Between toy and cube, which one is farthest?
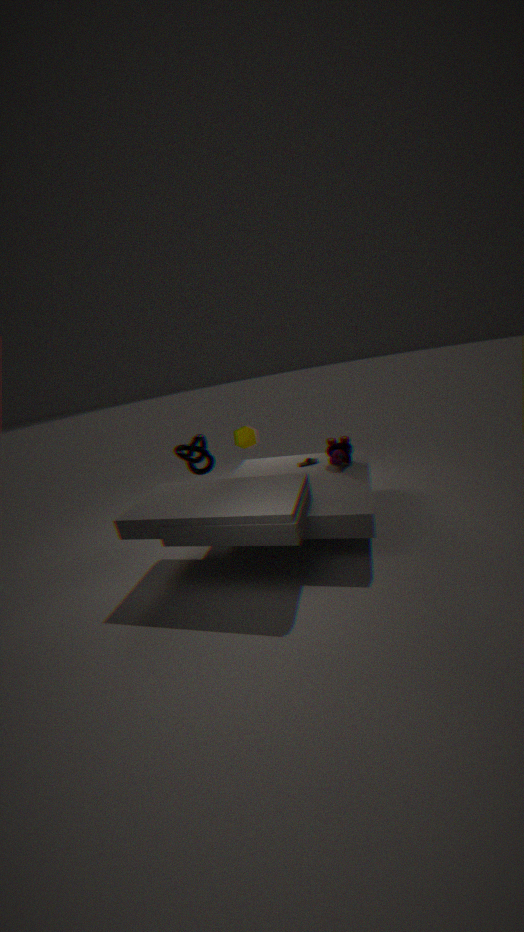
toy
